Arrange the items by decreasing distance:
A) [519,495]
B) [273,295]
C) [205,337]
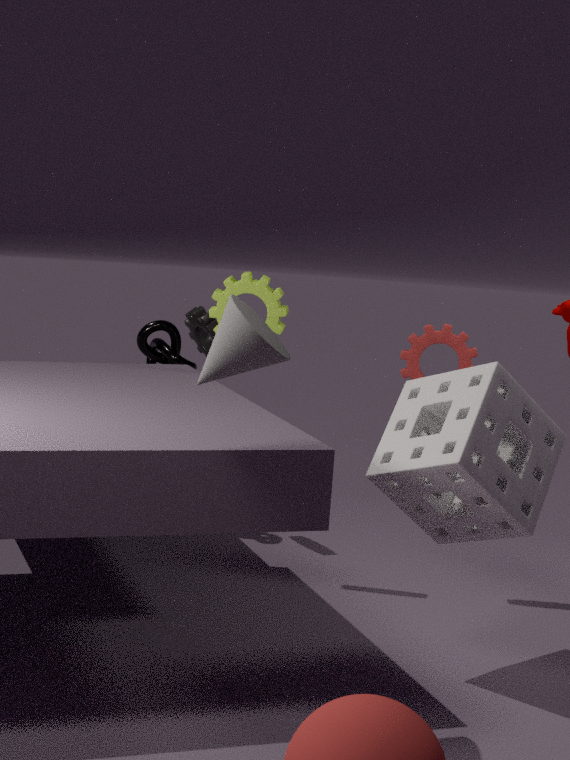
1. [205,337]
2. [273,295]
3. [519,495]
